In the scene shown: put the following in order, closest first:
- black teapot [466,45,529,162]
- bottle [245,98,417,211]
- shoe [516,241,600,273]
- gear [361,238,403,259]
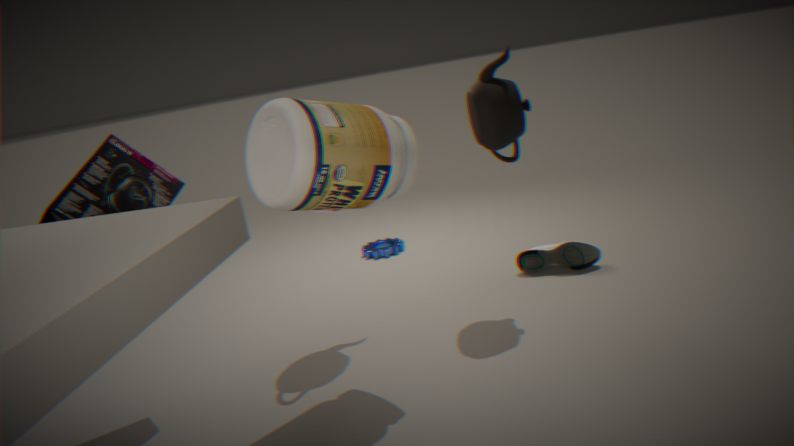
bottle [245,98,417,211], black teapot [466,45,529,162], shoe [516,241,600,273], gear [361,238,403,259]
